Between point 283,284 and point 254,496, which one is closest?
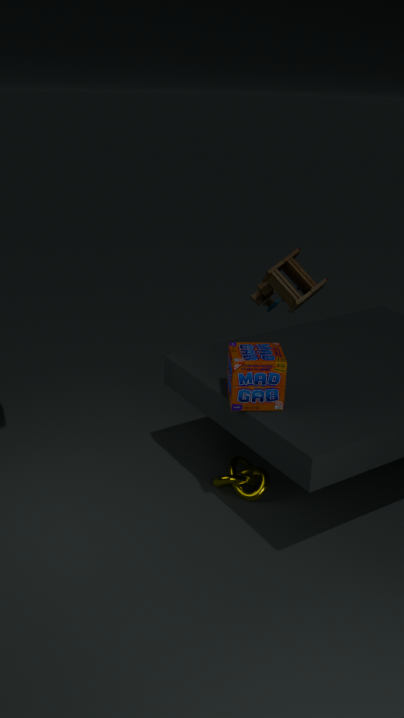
point 254,496
